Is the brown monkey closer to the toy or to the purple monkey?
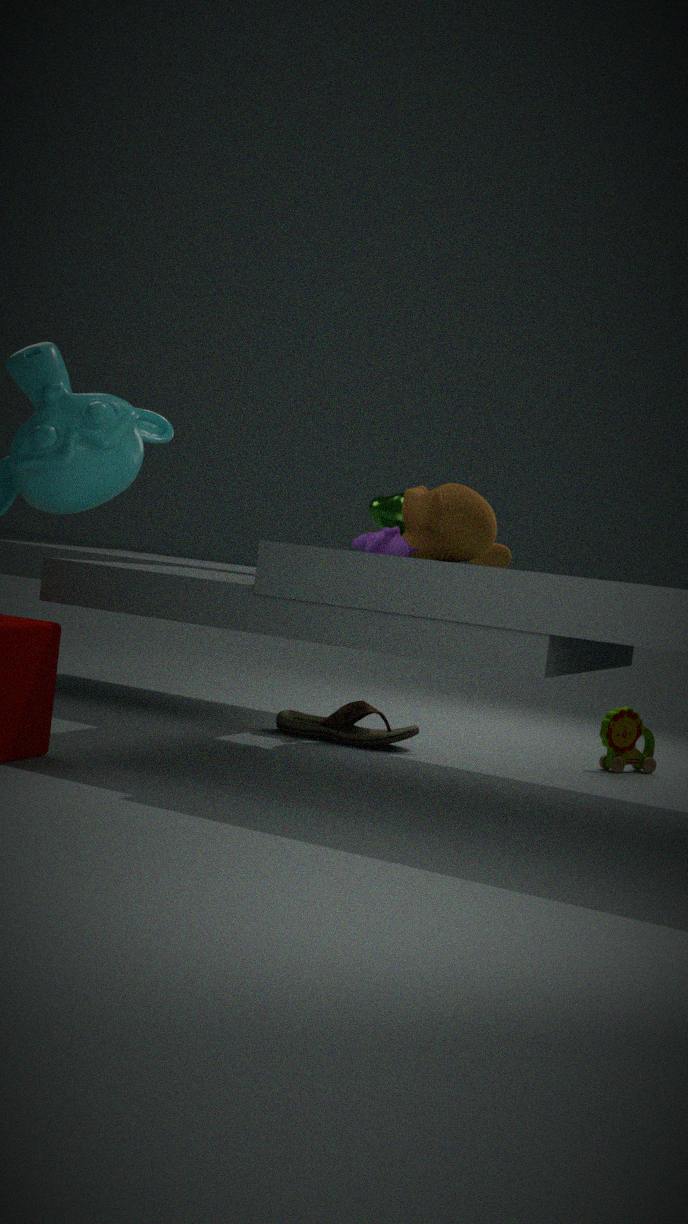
the purple monkey
